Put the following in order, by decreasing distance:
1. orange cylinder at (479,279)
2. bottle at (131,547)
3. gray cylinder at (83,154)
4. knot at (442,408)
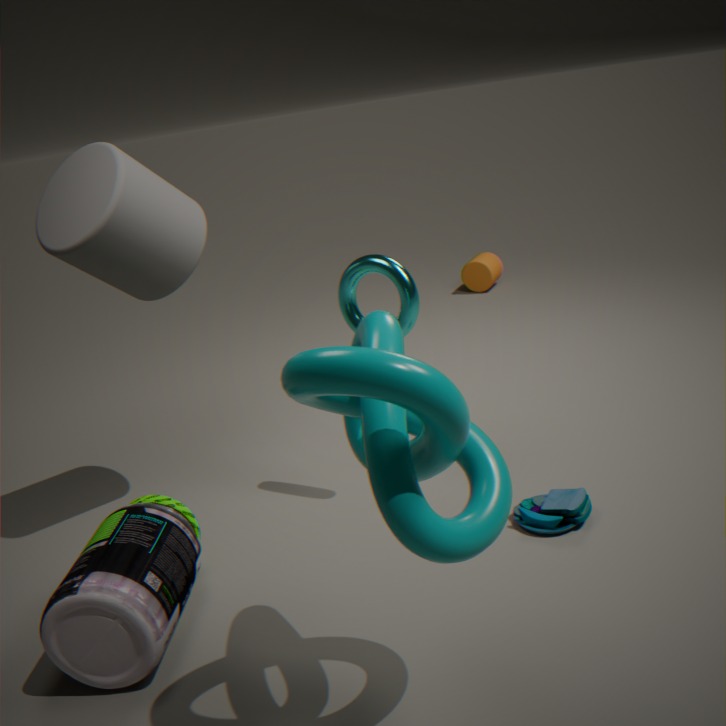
orange cylinder at (479,279)
gray cylinder at (83,154)
bottle at (131,547)
knot at (442,408)
